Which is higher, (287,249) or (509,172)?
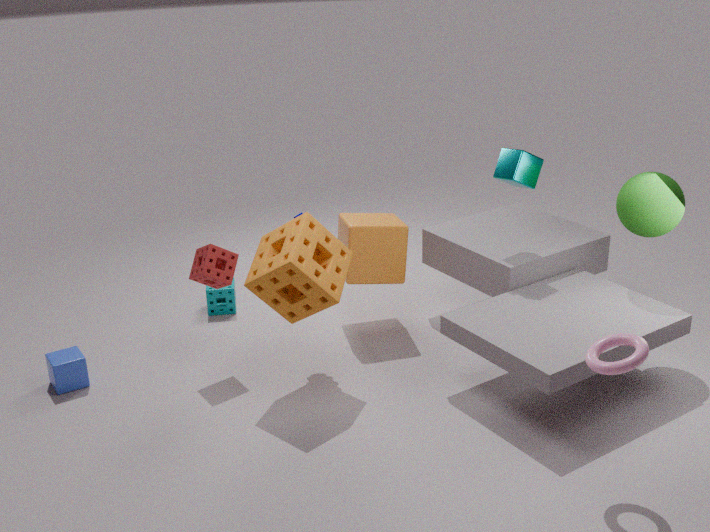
(509,172)
